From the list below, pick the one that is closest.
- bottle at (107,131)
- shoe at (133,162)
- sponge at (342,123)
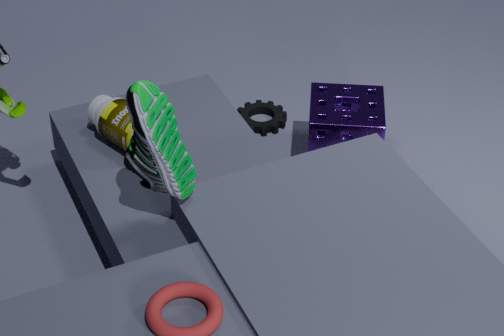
shoe at (133,162)
